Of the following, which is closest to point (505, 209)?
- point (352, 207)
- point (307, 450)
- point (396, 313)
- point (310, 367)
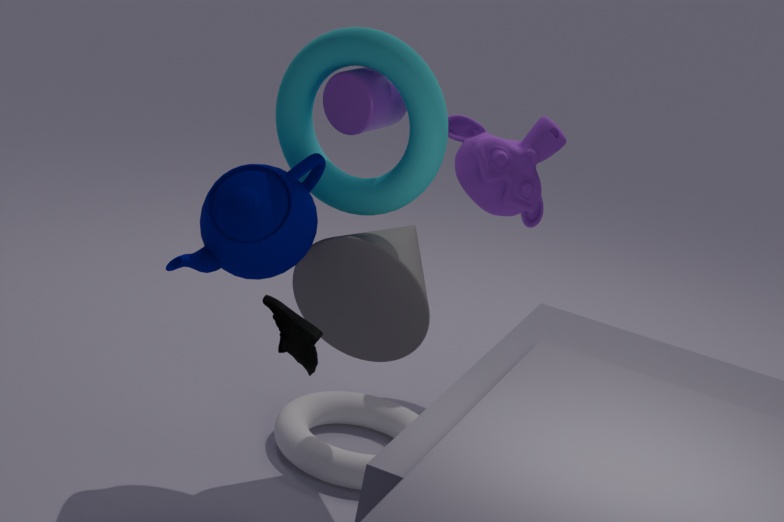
point (396, 313)
